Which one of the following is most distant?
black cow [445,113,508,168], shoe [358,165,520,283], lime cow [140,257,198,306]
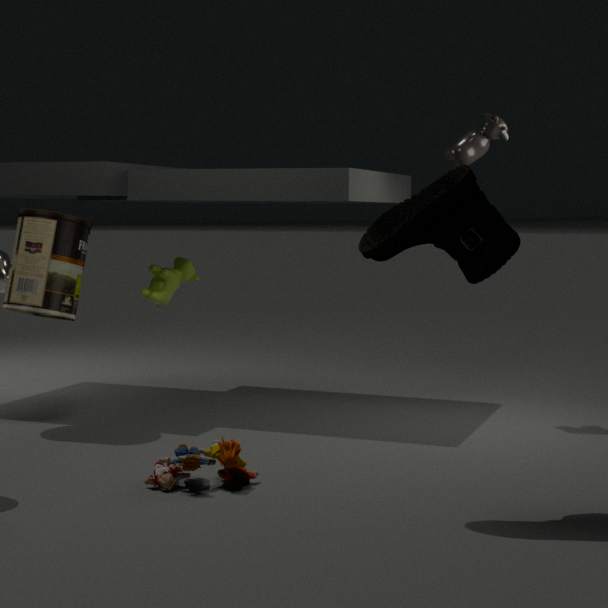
lime cow [140,257,198,306]
